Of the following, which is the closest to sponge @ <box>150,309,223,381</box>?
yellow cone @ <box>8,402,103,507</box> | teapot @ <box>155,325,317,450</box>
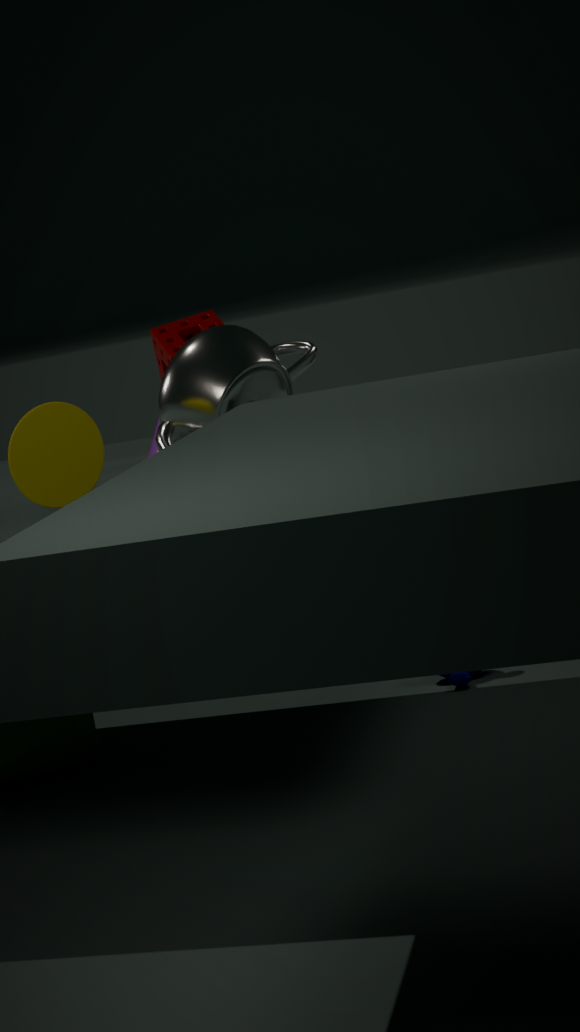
teapot @ <box>155,325,317,450</box>
